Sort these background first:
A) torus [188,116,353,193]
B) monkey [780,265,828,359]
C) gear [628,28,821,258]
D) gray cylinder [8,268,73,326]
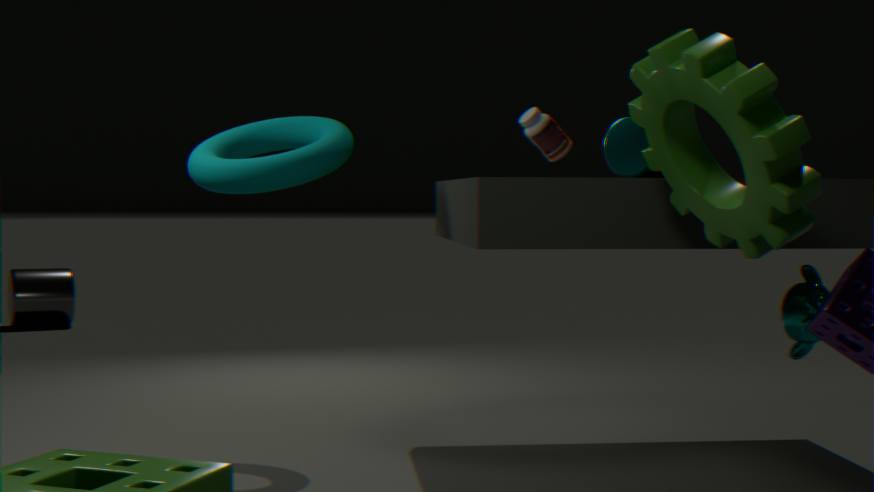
gray cylinder [8,268,73,326]
torus [188,116,353,193]
monkey [780,265,828,359]
gear [628,28,821,258]
